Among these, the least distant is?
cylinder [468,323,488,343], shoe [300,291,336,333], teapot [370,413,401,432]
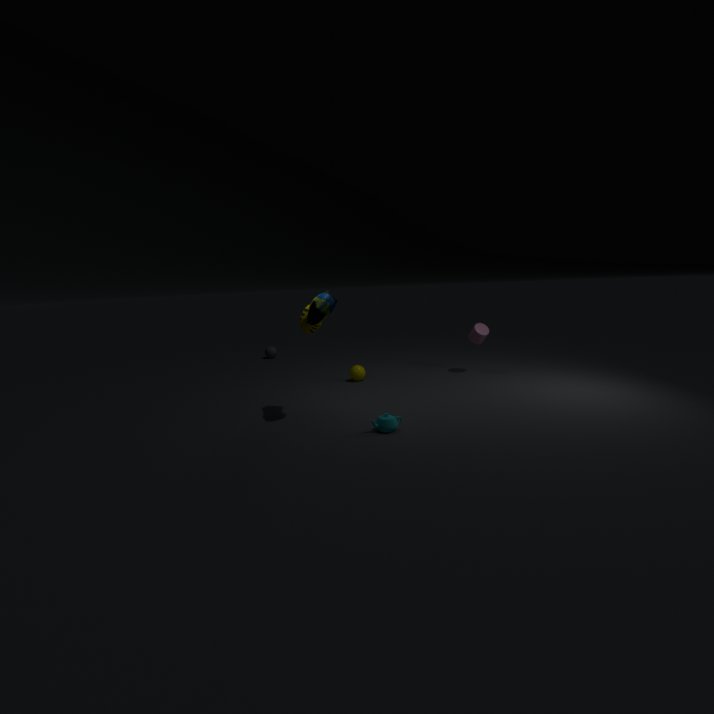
teapot [370,413,401,432]
